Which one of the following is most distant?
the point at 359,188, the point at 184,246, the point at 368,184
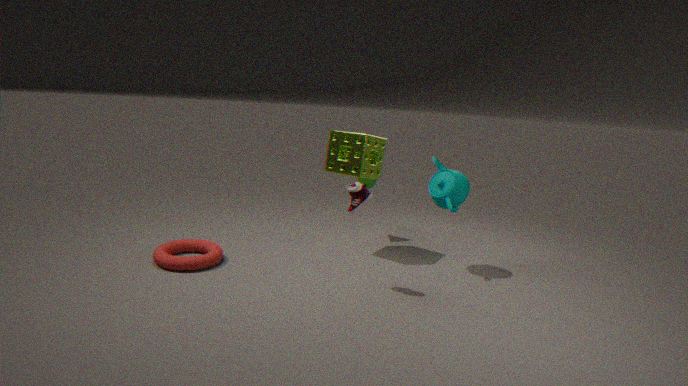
the point at 368,184
